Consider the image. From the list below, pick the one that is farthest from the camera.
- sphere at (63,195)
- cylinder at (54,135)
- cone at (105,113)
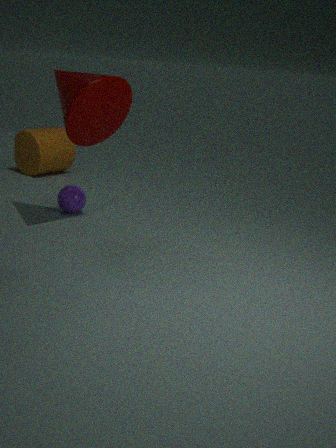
cylinder at (54,135)
